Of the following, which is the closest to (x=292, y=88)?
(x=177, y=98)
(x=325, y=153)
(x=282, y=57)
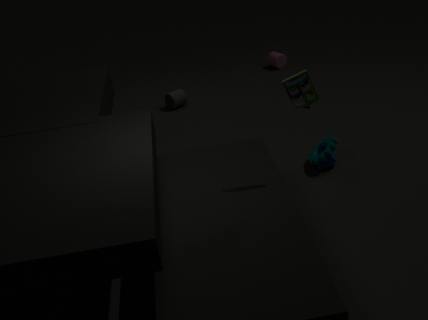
(x=325, y=153)
